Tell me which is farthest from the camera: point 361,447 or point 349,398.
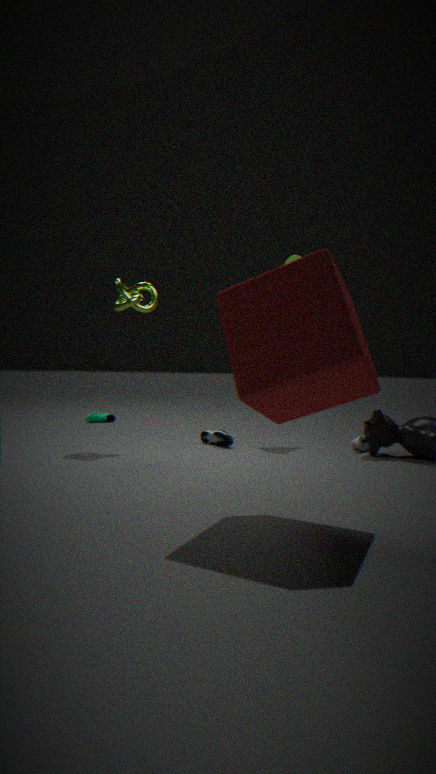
point 361,447
